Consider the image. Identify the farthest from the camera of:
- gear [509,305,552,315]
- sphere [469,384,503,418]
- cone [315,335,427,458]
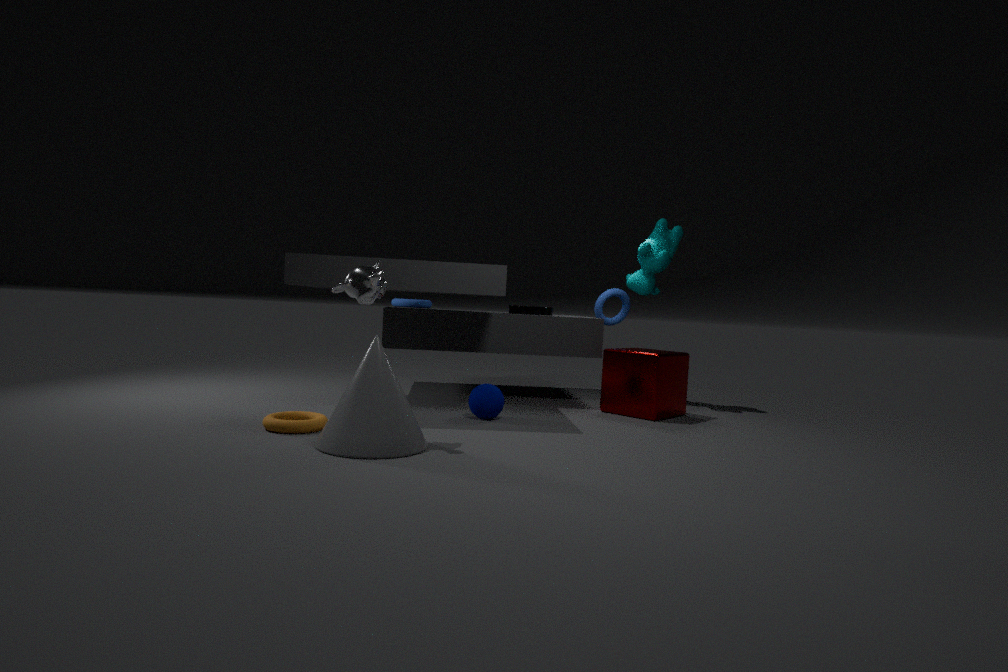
gear [509,305,552,315]
